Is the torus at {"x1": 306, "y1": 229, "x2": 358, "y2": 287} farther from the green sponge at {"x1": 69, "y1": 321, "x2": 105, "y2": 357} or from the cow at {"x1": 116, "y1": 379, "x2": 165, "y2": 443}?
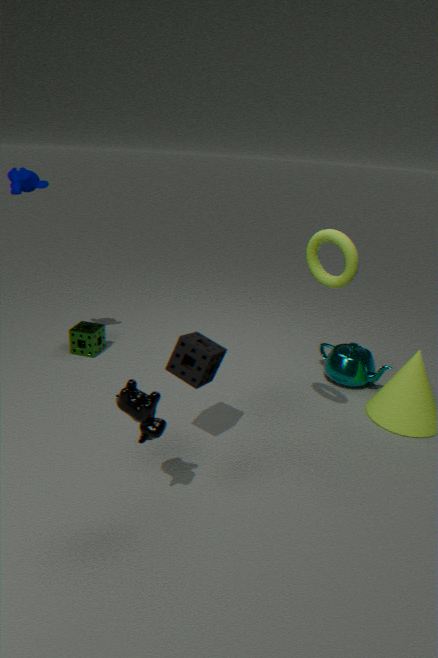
the green sponge at {"x1": 69, "y1": 321, "x2": 105, "y2": 357}
